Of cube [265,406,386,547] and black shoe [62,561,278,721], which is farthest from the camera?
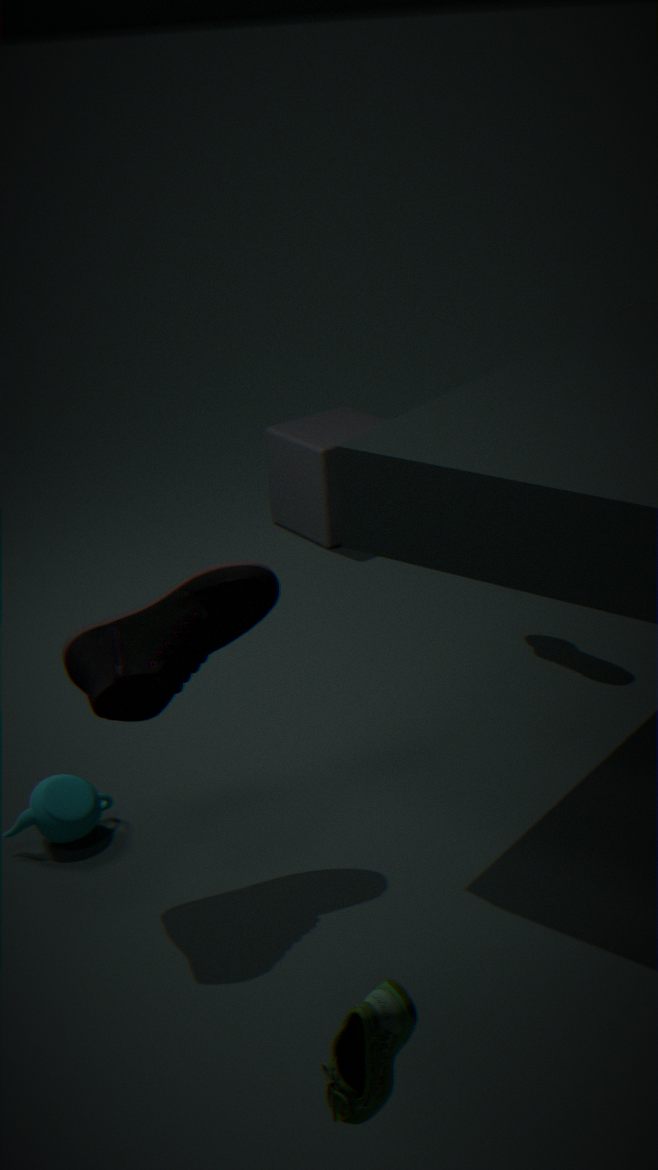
cube [265,406,386,547]
